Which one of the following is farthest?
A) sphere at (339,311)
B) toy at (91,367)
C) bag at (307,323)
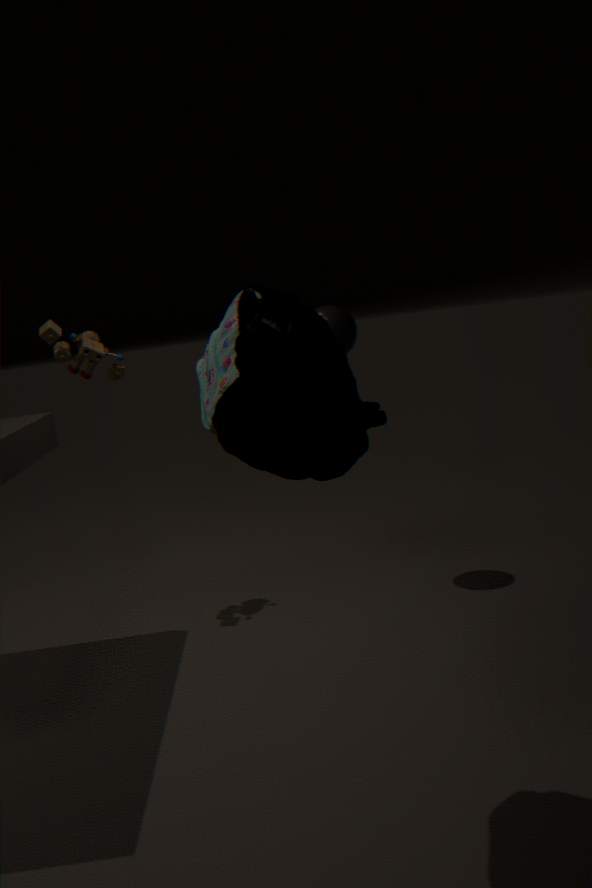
toy at (91,367)
